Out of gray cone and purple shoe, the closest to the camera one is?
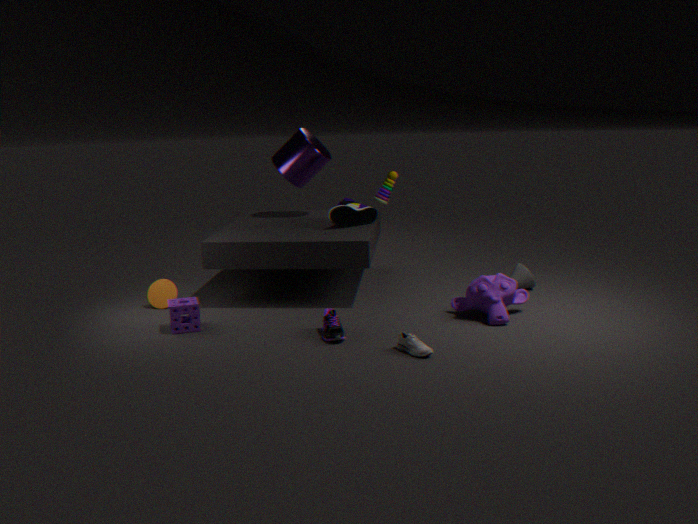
purple shoe
